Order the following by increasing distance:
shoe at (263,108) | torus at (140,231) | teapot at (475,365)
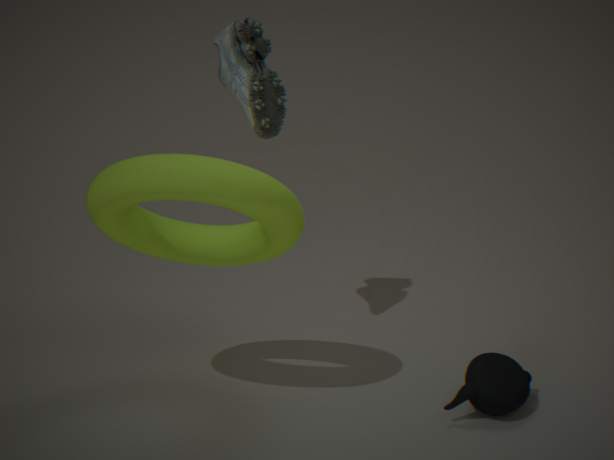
torus at (140,231), teapot at (475,365), shoe at (263,108)
